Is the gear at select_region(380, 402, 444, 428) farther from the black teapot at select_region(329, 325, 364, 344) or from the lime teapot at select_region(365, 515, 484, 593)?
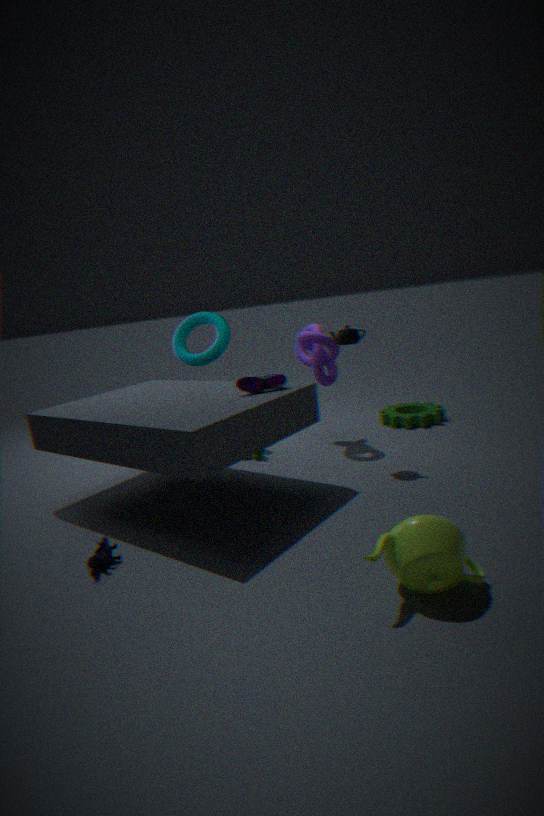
the lime teapot at select_region(365, 515, 484, 593)
